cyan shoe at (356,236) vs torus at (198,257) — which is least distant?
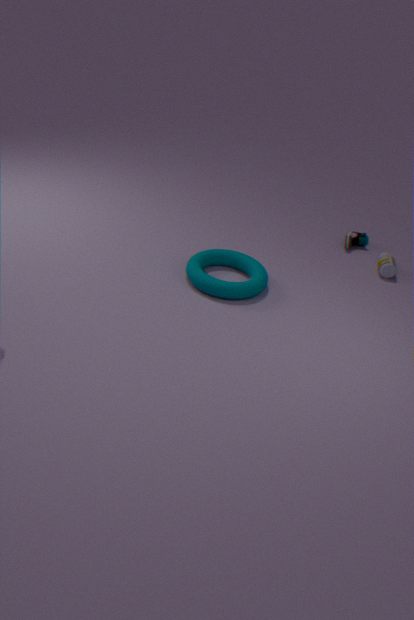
torus at (198,257)
